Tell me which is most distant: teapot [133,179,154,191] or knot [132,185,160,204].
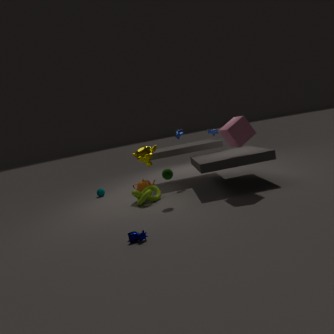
teapot [133,179,154,191]
